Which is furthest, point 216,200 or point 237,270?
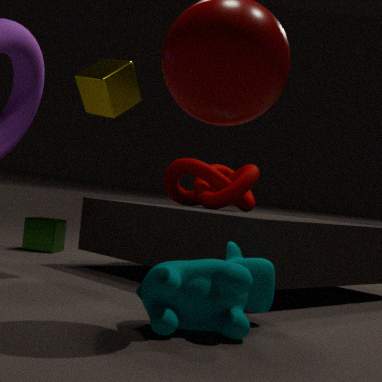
point 216,200
